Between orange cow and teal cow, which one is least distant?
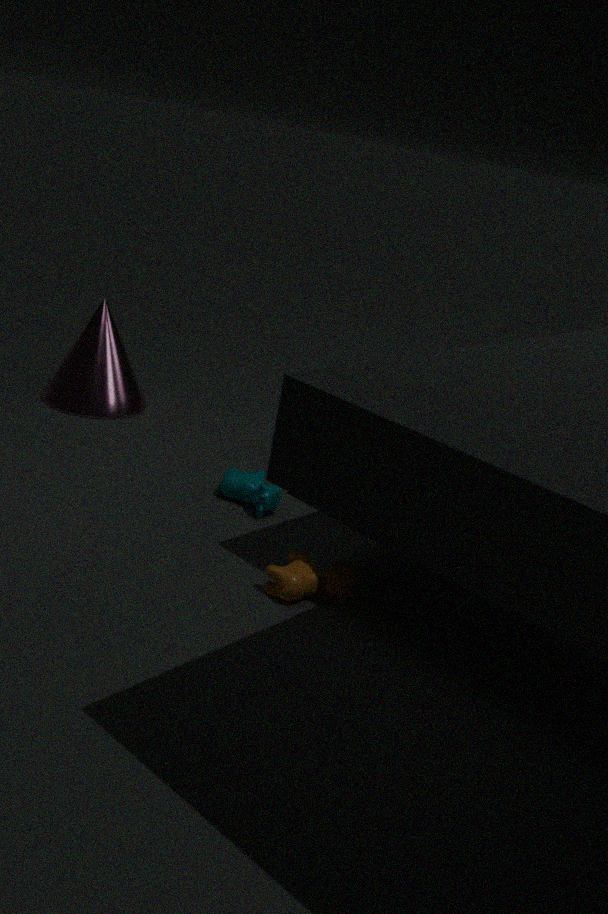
orange cow
